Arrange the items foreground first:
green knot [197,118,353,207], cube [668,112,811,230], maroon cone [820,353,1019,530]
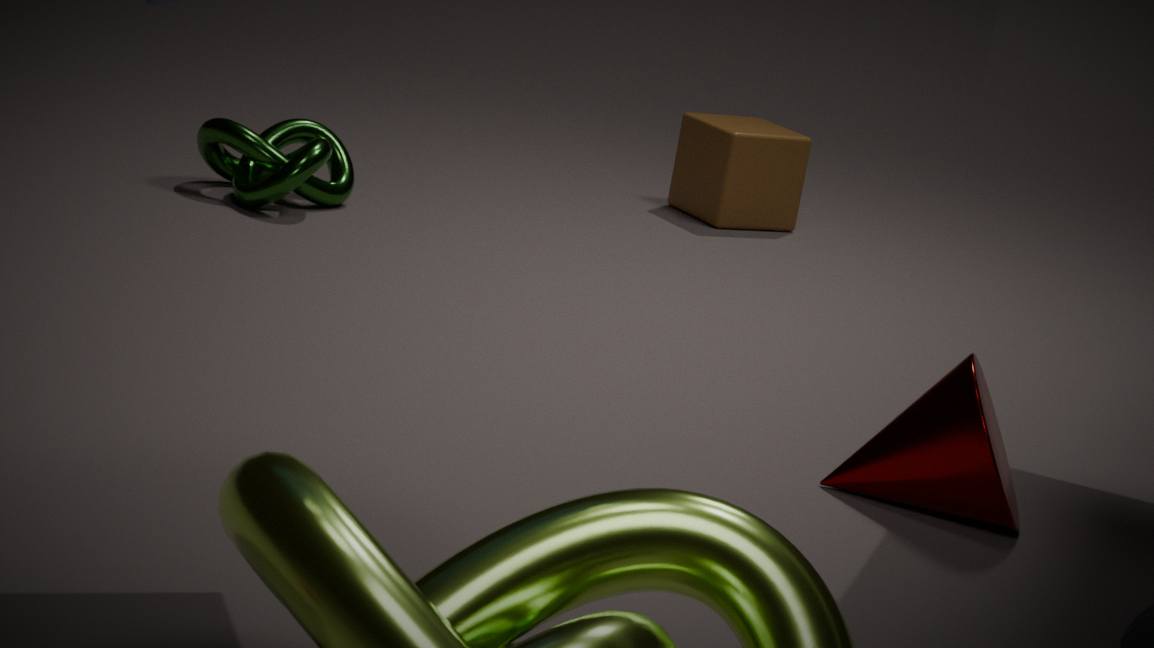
1. maroon cone [820,353,1019,530]
2. green knot [197,118,353,207]
3. cube [668,112,811,230]
